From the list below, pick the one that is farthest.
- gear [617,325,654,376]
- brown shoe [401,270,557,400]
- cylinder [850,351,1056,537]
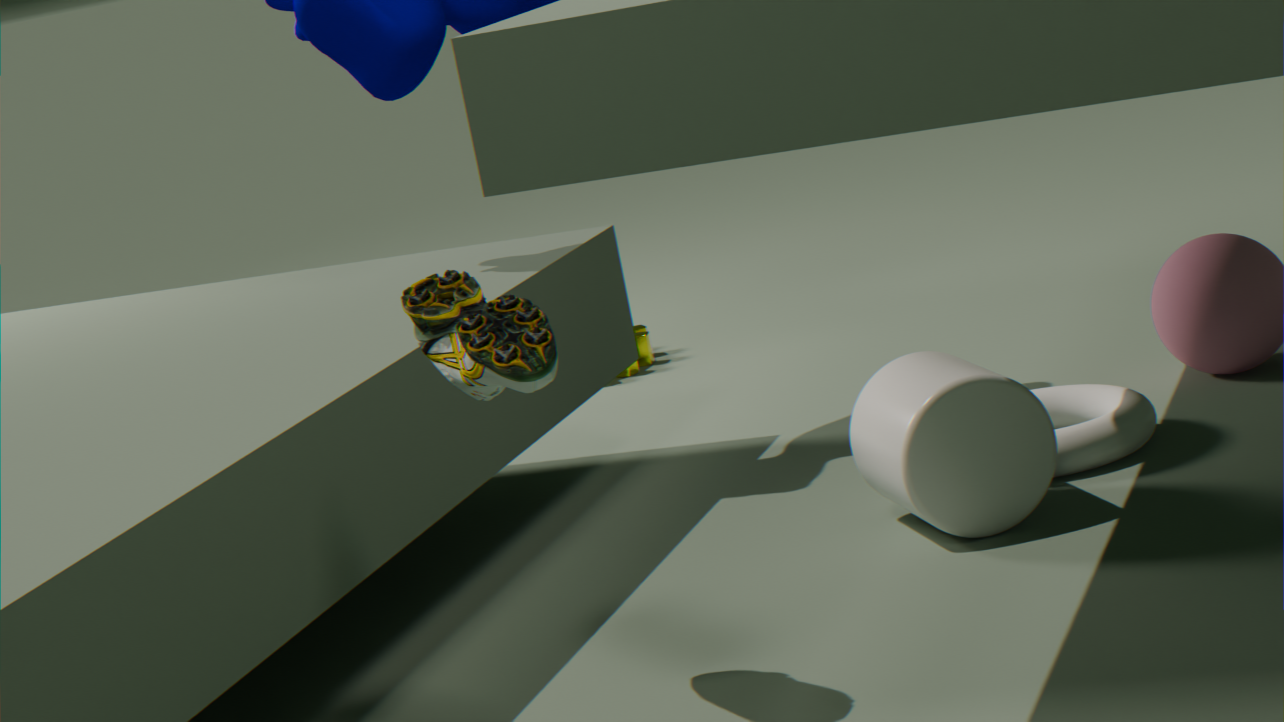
gear [617,325,654,376]
